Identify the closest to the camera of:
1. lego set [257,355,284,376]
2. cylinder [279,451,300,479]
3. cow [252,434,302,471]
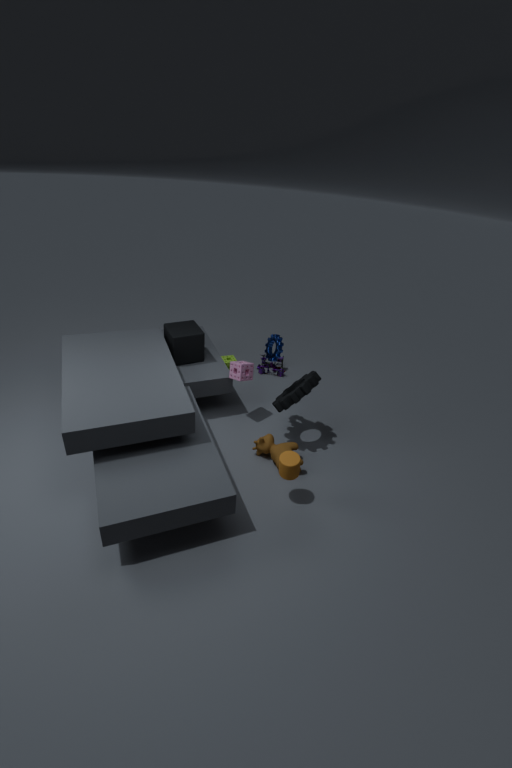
cylinder [279,451,300,479]
